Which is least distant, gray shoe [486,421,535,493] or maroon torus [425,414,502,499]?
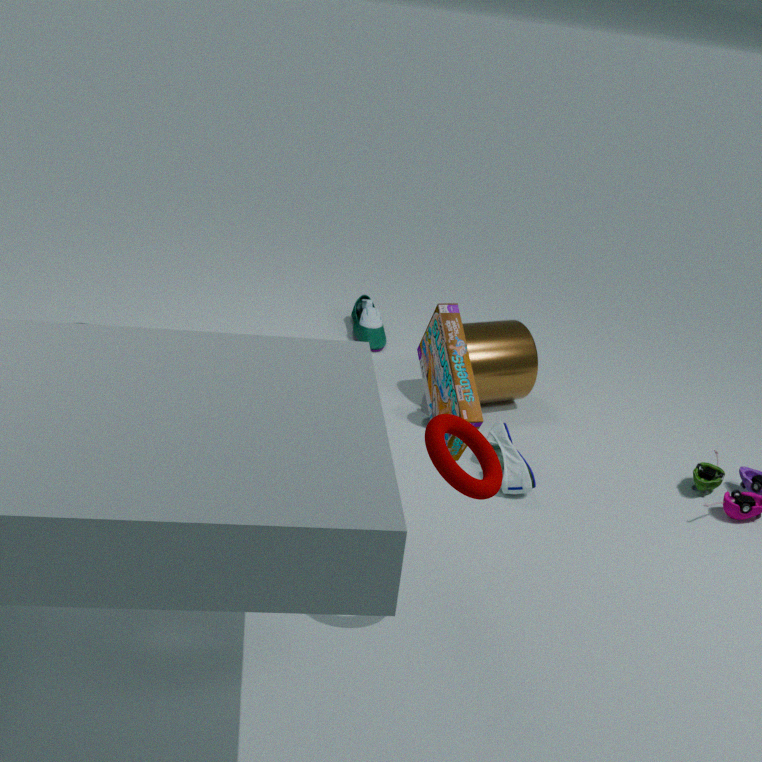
maroon torus [425,414,502,499]
